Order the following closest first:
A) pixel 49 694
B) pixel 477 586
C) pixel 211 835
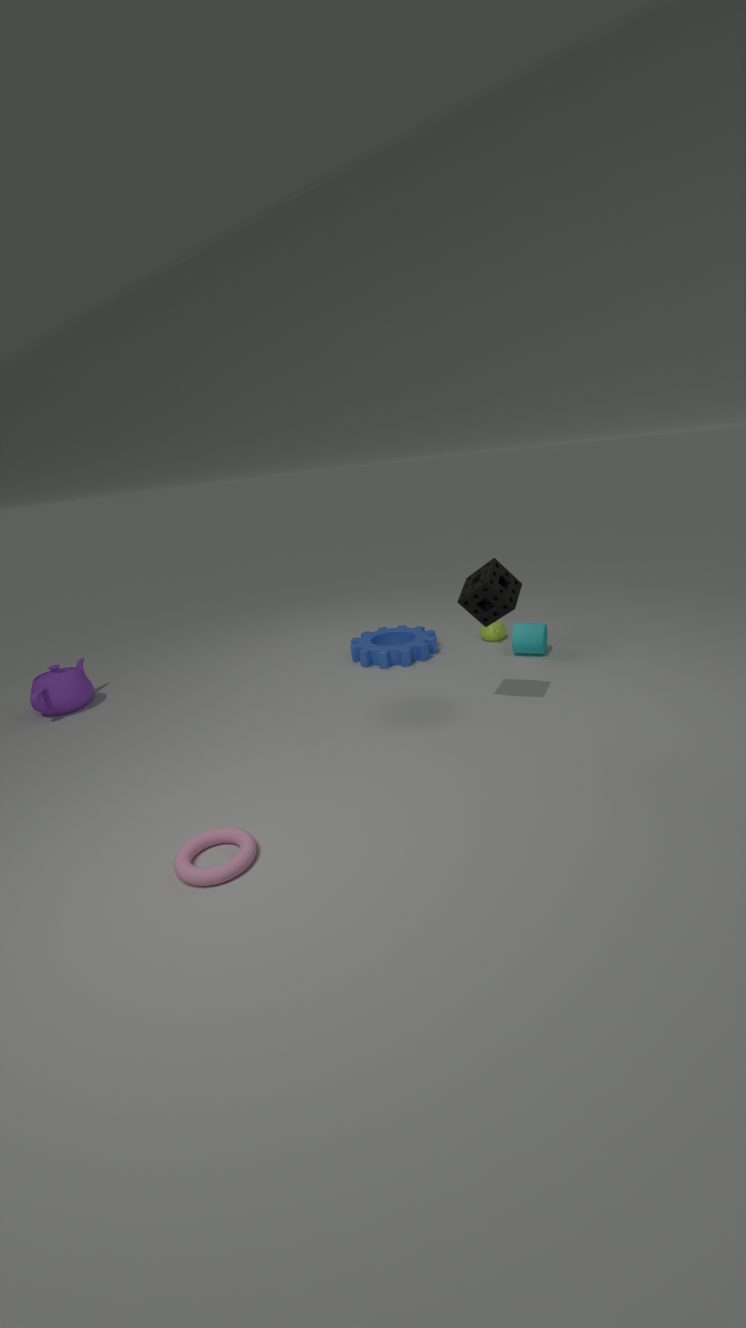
pixel 211 835
pixel 477 586
pixel 49 694
